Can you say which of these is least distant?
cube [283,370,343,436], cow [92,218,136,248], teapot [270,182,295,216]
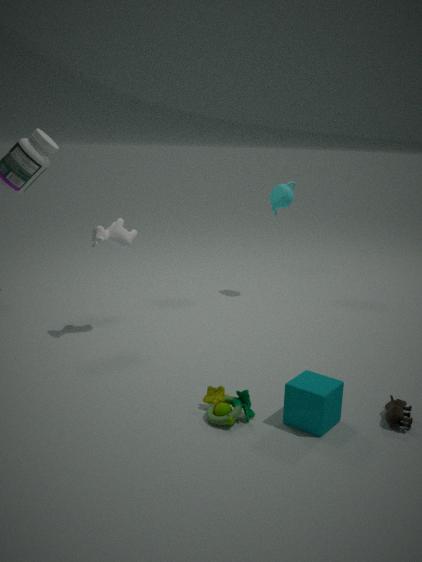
cube [283,370,343,436]
